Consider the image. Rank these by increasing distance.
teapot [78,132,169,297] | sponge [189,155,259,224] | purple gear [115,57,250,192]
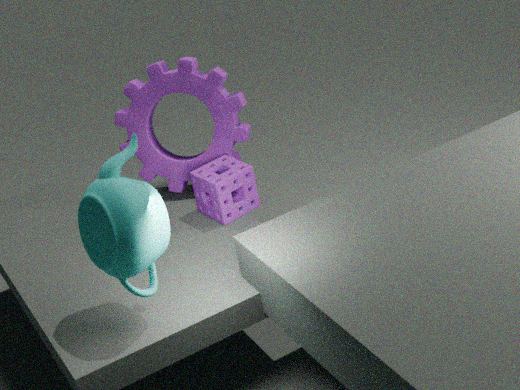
teapot [78,132,169,297]
sponge [189,155,259,224]
purple gear [115,57,250,192]
